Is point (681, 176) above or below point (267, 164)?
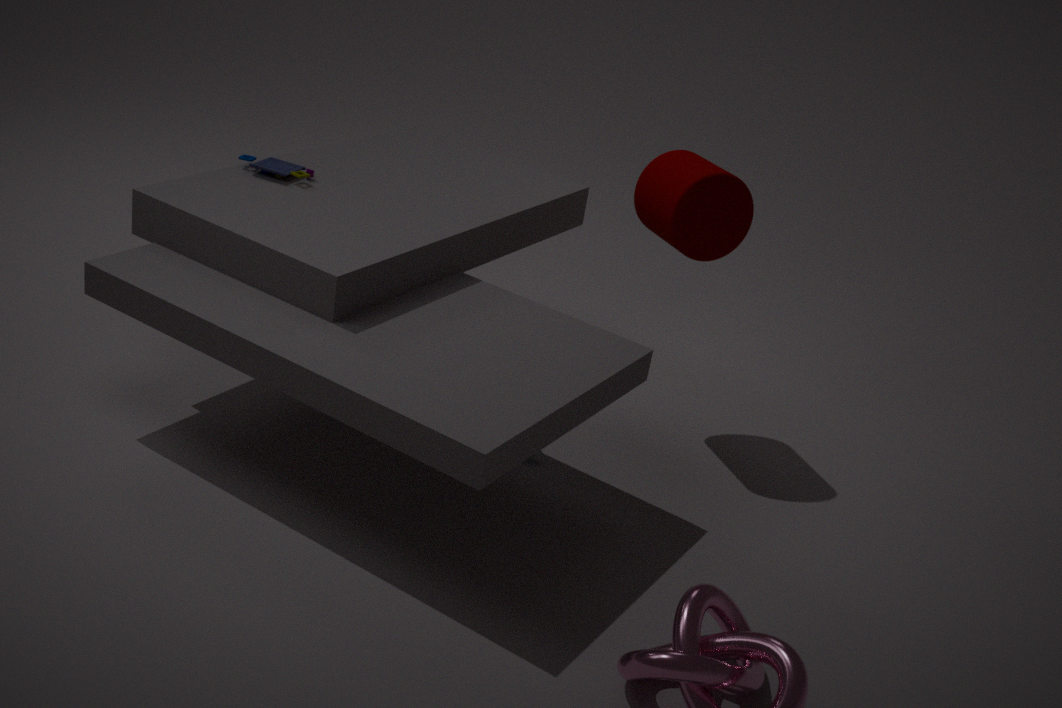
above
